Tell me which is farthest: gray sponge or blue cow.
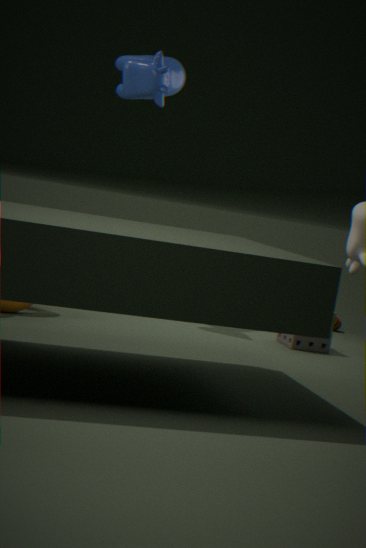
blue cow
